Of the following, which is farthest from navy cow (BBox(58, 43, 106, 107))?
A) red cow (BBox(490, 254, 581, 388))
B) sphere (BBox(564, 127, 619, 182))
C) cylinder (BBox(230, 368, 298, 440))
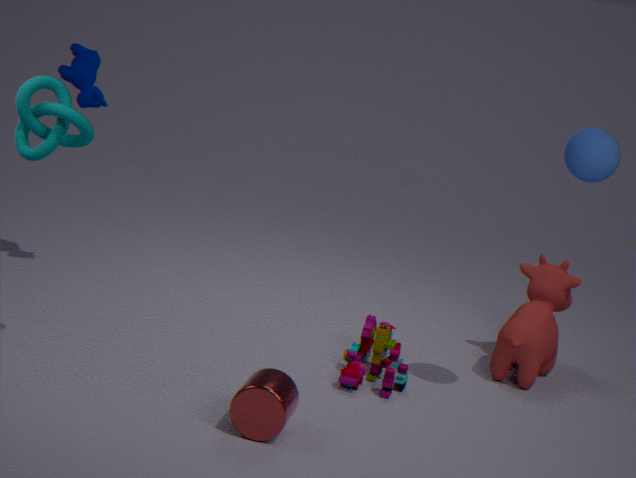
sphere (BBox(564, 127, 619, 182))
